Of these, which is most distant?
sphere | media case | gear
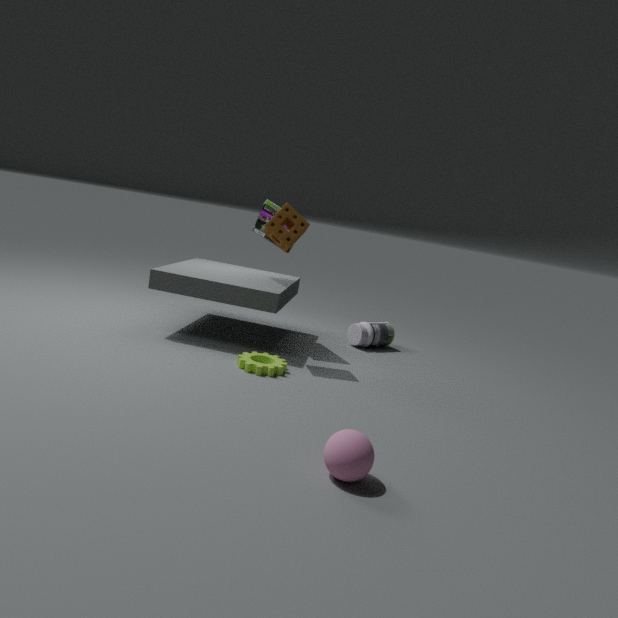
media case
